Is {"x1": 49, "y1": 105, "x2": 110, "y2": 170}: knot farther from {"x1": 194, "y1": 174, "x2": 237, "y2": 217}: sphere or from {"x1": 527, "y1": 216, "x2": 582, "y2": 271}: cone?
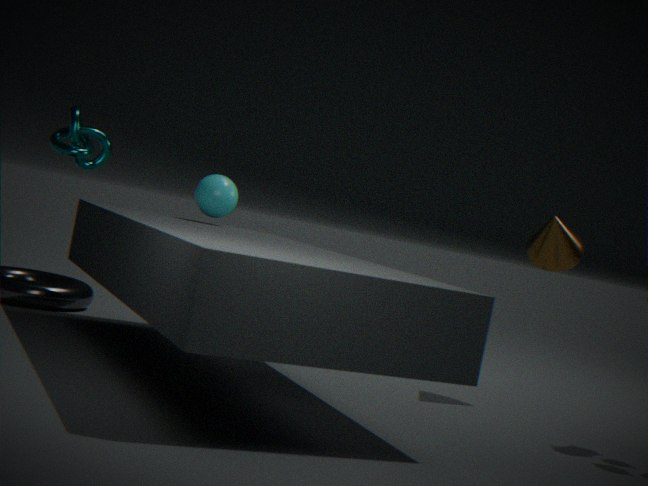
{"x1": 527, "y1": 216, "x2": 582, "y2": 271}: cone
